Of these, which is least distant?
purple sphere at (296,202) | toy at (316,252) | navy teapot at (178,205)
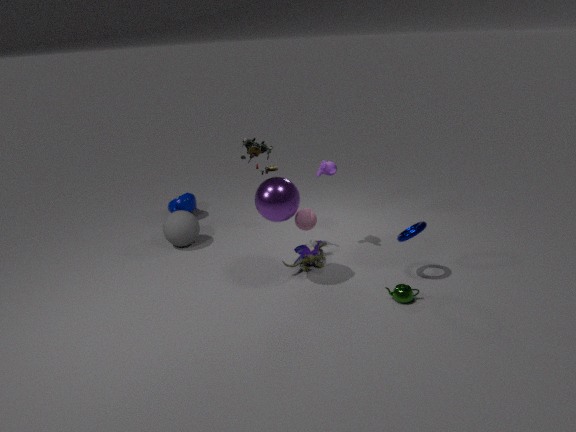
purple sphere at (296,202)
